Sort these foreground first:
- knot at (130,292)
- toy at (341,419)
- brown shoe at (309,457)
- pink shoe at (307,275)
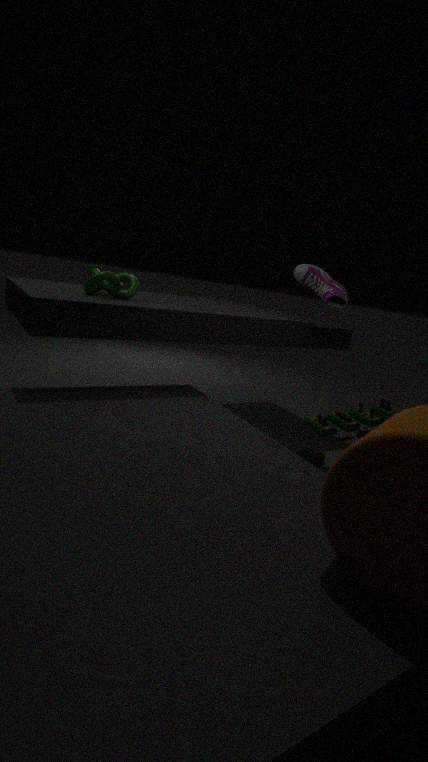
toy at (341,419), knot at (130,292), brown shoe at (309,457), pink shoe at (307,275)
